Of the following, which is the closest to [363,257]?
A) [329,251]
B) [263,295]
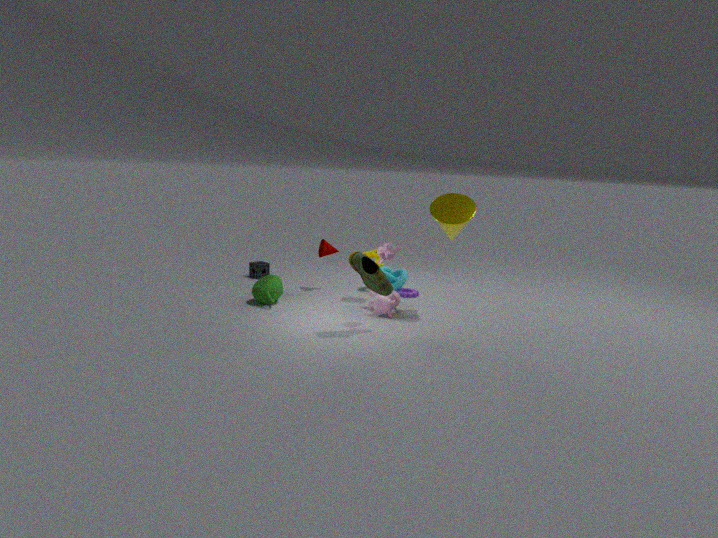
[263,295]
